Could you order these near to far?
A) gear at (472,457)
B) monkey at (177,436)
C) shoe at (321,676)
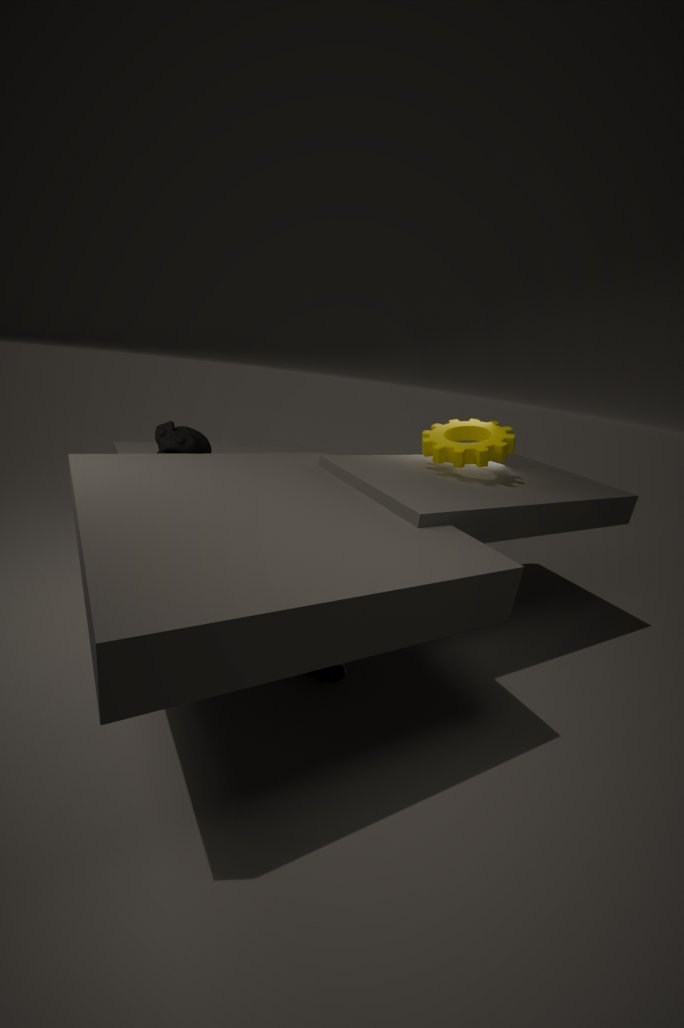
shoe at (321,676) → gear at (472,457) → monkey at (177,436)
